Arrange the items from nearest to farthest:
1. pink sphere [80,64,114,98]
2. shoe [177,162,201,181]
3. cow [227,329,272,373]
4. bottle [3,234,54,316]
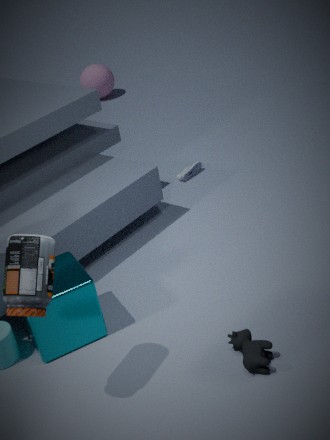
bottle [3,234,54,316], cow [227,329,272,373], shoe [177,162,201,181], pink sphere [80,64,114,98]
